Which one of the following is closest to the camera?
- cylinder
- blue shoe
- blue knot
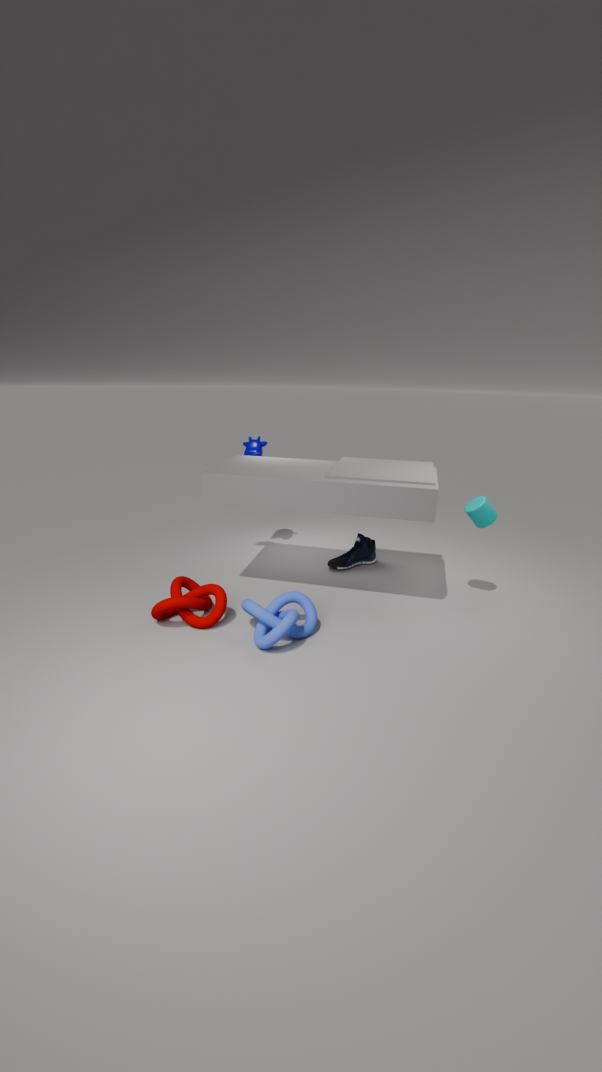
blue knot
